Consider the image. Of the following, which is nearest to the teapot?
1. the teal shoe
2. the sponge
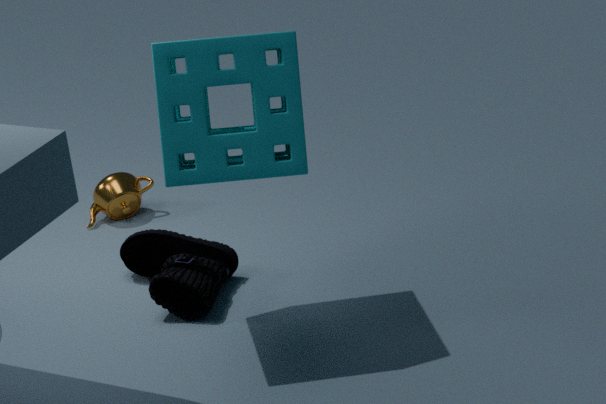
the teal shoe
